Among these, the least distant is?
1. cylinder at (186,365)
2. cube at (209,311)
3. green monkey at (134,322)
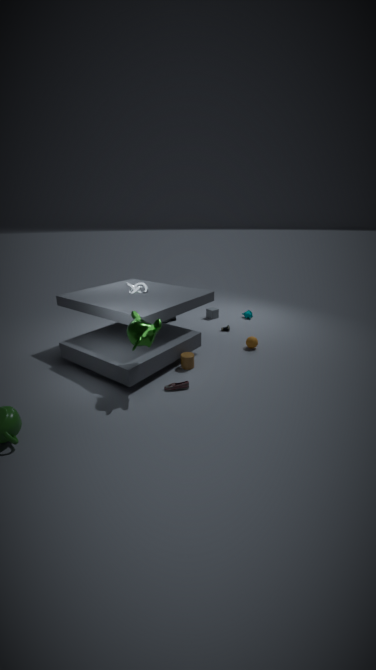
green monkey at (134,322)
